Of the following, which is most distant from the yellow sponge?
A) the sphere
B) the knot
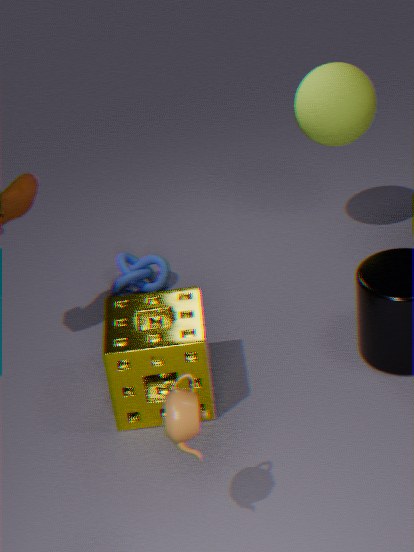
the sphere
